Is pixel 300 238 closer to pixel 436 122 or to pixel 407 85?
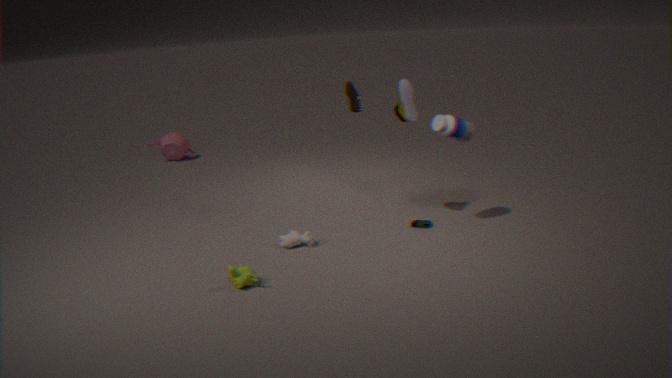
pixel 407 85
